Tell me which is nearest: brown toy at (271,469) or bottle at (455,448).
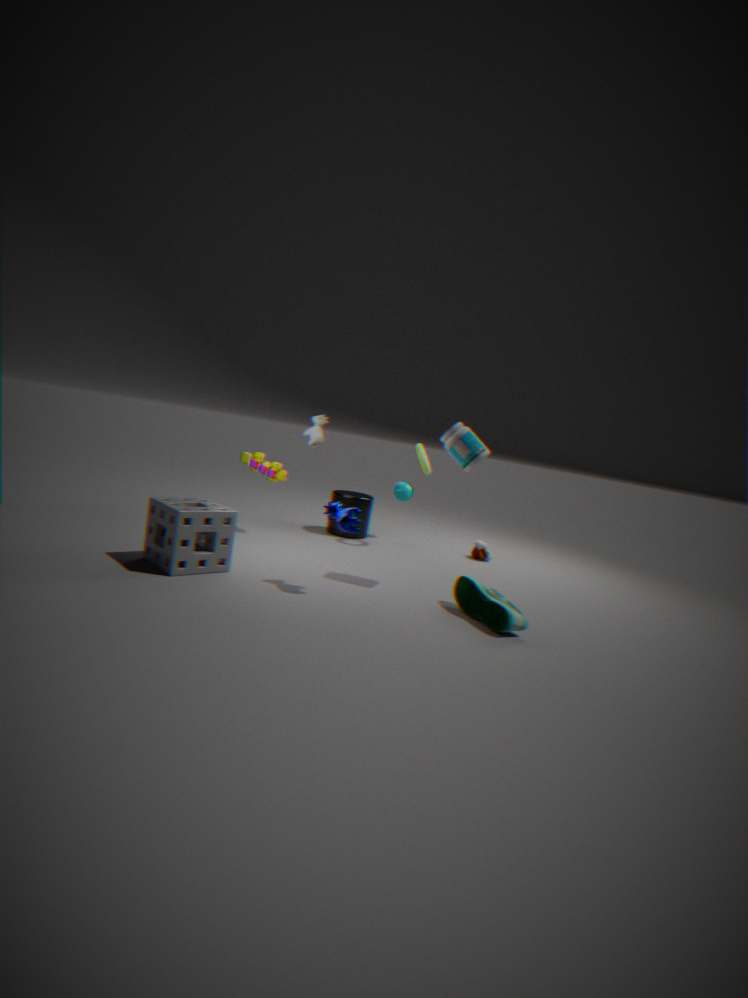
bottle at (455,448)
